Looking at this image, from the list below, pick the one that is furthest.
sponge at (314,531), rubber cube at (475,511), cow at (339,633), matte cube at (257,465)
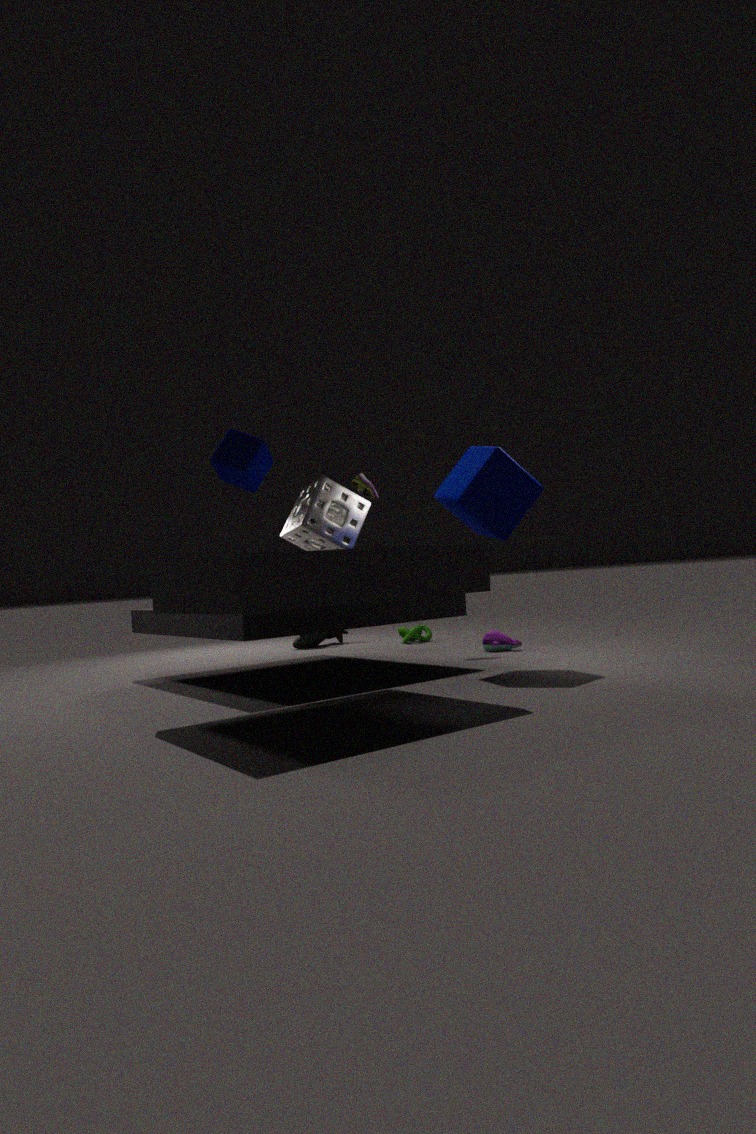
cow at (339,633)
